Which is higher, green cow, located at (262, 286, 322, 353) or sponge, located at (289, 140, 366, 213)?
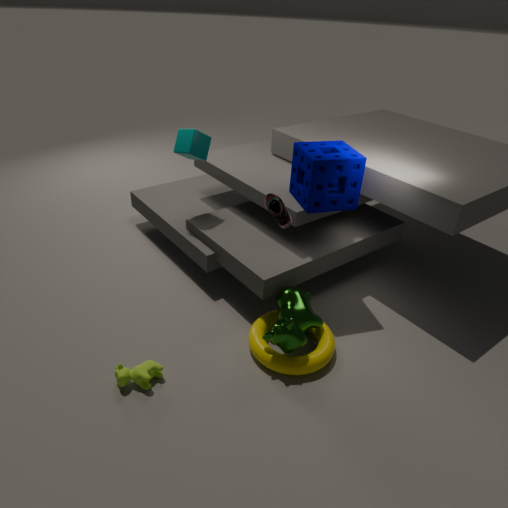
sponge, located at (289, 140, 366, 213)
